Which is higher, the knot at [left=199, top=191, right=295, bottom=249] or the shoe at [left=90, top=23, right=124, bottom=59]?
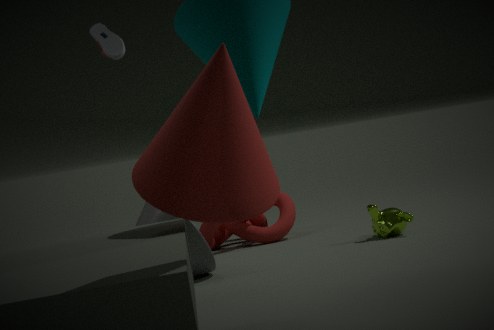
the shoe at [left=90, top=23, right=124, bottom=59]
